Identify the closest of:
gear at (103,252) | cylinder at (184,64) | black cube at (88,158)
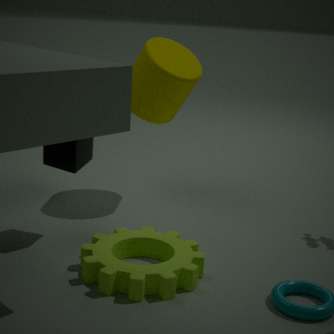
gear at (103,252)
